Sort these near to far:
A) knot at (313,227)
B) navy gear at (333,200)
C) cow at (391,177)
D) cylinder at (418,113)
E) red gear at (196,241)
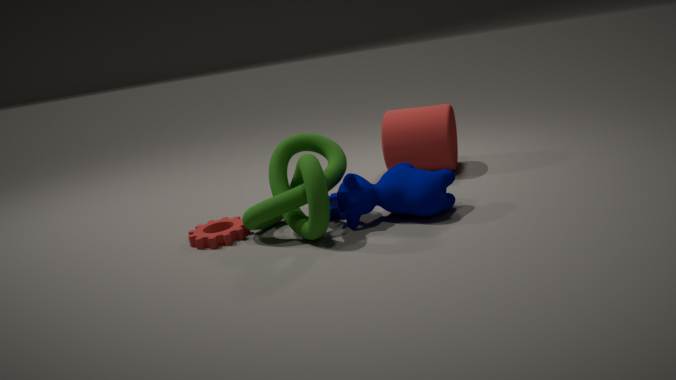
knot at (313,227) → cow at (391,177) → red gear at (196,241) → navy gear at (333,200) → cylinder at (418,113)
